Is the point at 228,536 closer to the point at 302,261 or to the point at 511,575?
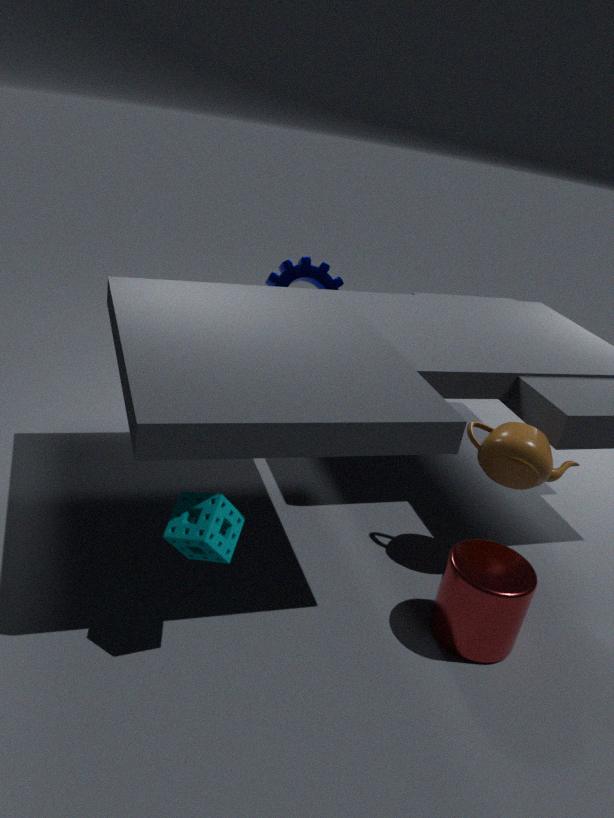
the point at 511,575
